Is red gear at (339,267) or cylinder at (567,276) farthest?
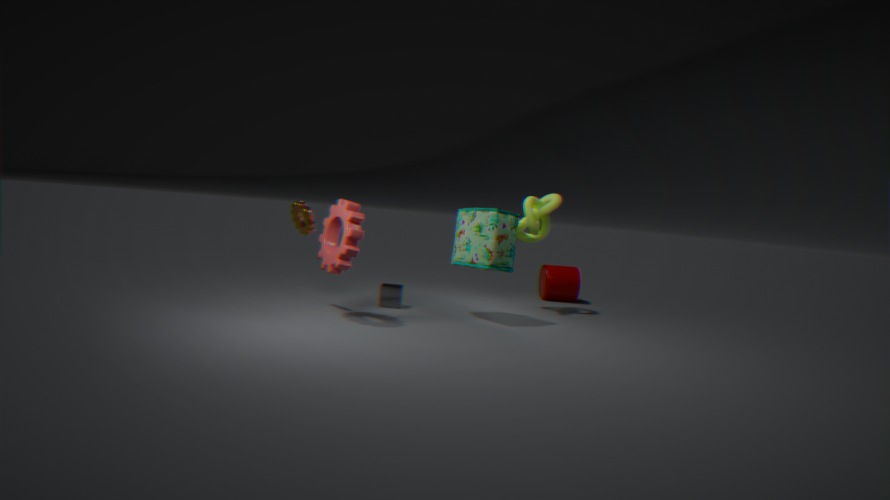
cylinder at (567,276)
